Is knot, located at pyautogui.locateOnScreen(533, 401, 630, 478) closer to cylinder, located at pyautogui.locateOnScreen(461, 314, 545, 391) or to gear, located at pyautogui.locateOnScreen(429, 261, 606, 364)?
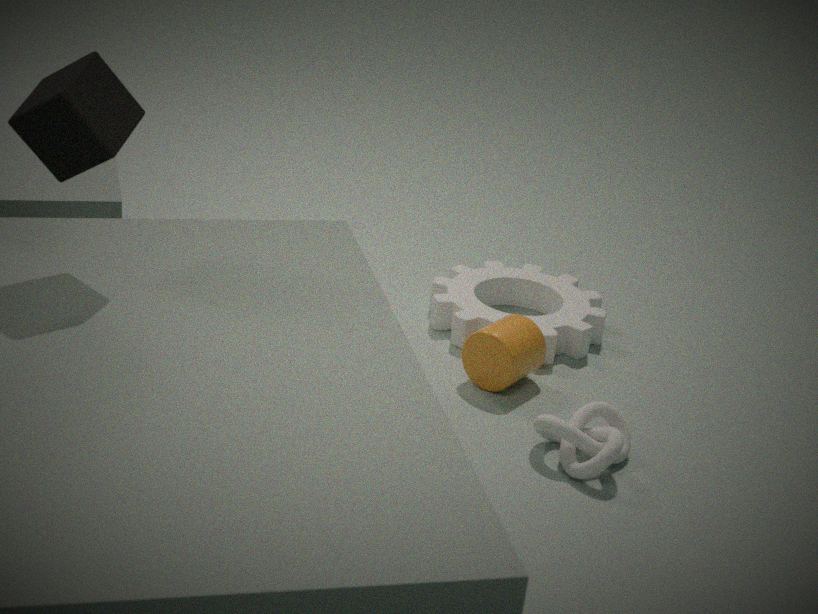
cylinder, located at pyautogui.locateOnScreen(461, 314, 545, 391)
